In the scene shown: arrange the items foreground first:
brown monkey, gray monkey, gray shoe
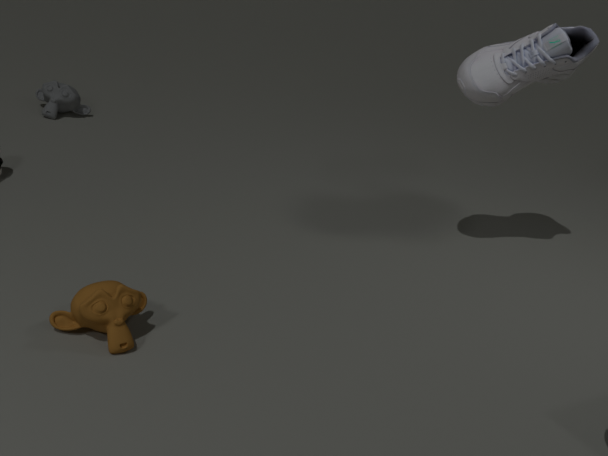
brown monkey
gray shoe
gray monkey
